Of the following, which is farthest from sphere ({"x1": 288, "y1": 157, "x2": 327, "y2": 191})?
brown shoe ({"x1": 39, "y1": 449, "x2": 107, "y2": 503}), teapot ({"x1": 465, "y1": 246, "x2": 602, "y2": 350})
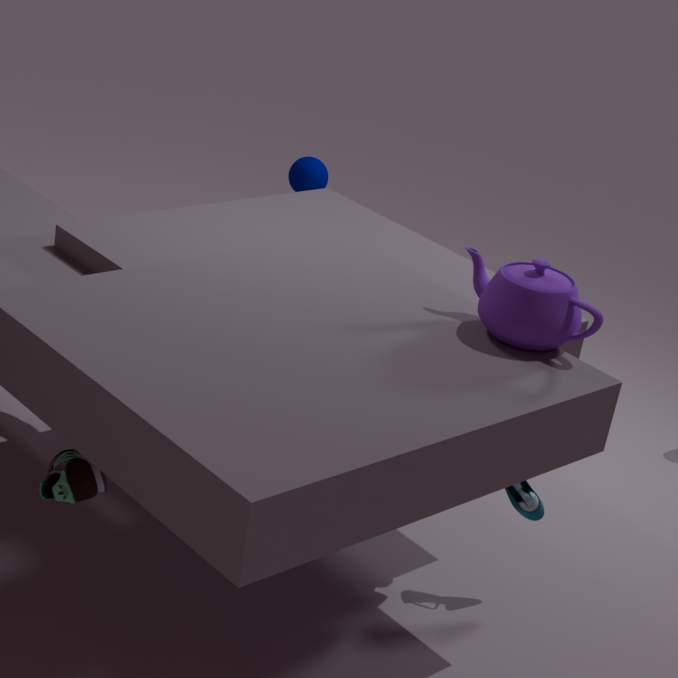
brown shoe ({"x1": 39, "y1": 449, "x2": 107, "y2": 503})
